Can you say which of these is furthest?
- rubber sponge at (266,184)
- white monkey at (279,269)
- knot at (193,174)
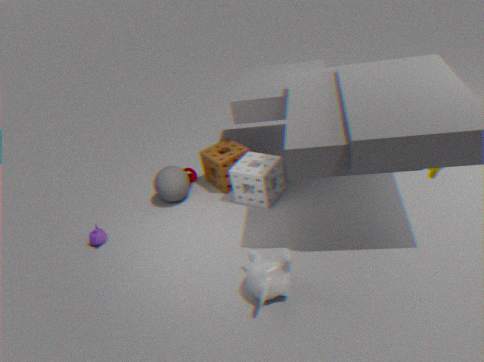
knot at (193,174)
